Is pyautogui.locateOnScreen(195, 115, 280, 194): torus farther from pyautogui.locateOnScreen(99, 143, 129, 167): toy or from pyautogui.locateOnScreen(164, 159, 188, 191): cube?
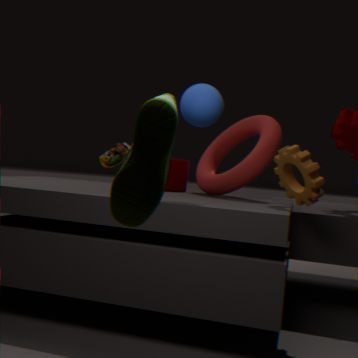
pyautogui.locateOnScreen(99, 143, 129, 167): toy
